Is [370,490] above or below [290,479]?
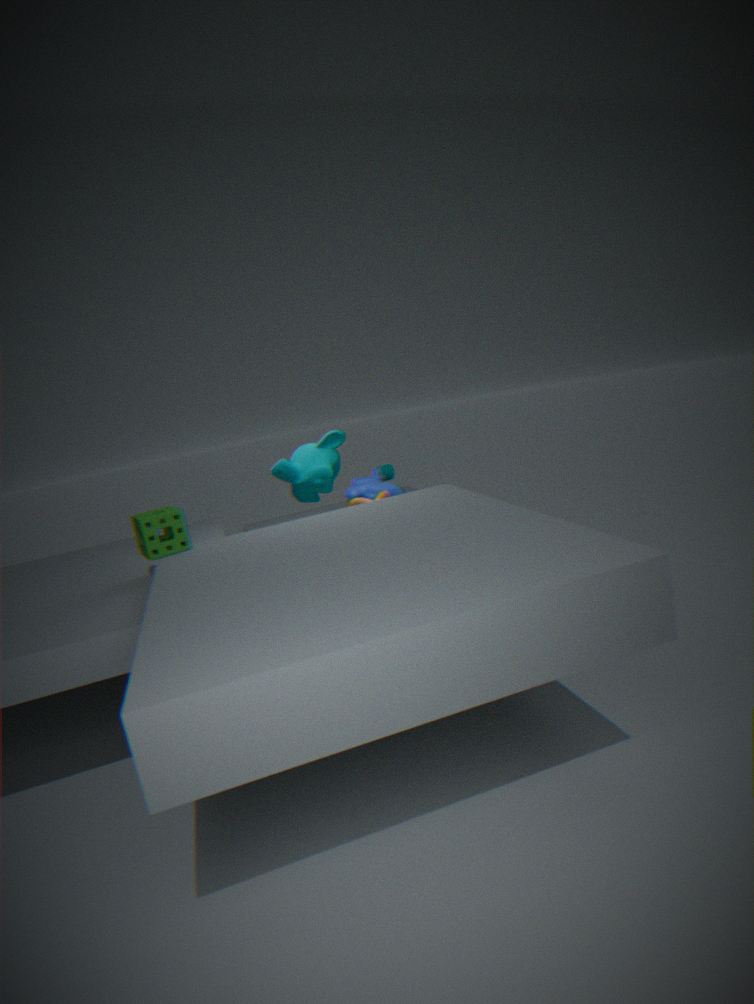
below
